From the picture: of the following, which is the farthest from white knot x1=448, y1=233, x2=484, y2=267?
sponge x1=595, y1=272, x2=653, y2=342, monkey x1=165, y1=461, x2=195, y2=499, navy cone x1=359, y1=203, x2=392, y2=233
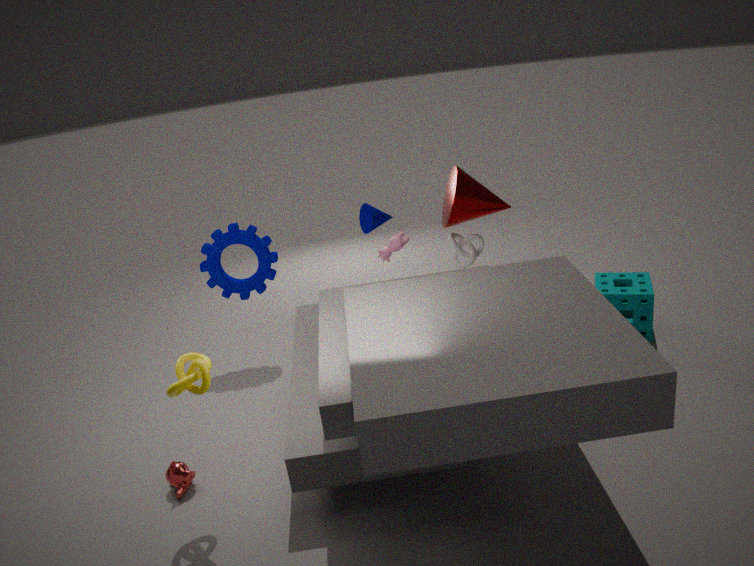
monkey x1=165, y1=461, x2=195, y2=499
